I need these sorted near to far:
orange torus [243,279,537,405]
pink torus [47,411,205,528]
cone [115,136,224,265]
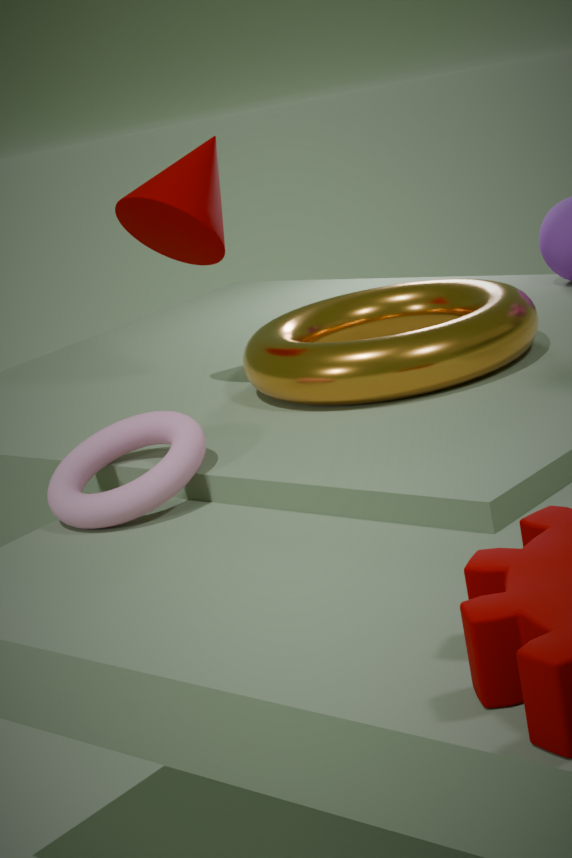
pink torus [47,411,205,528]
orange torus [243,279,537,405]
cone [115,136,224,265]
